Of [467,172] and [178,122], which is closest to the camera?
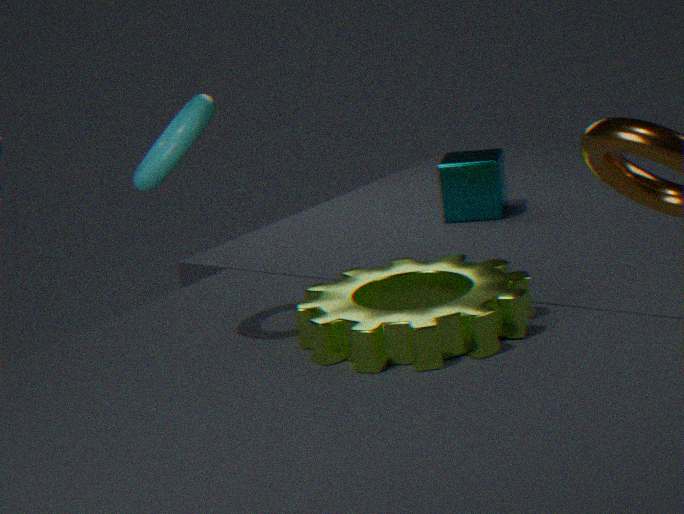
[178,122]
